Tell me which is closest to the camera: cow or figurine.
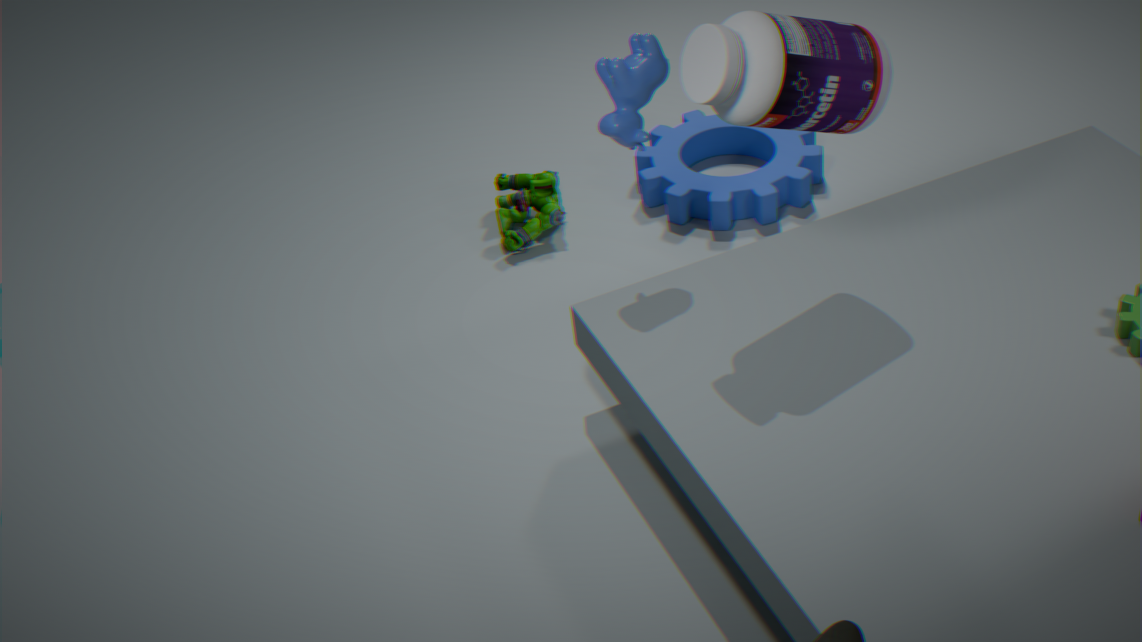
cow
